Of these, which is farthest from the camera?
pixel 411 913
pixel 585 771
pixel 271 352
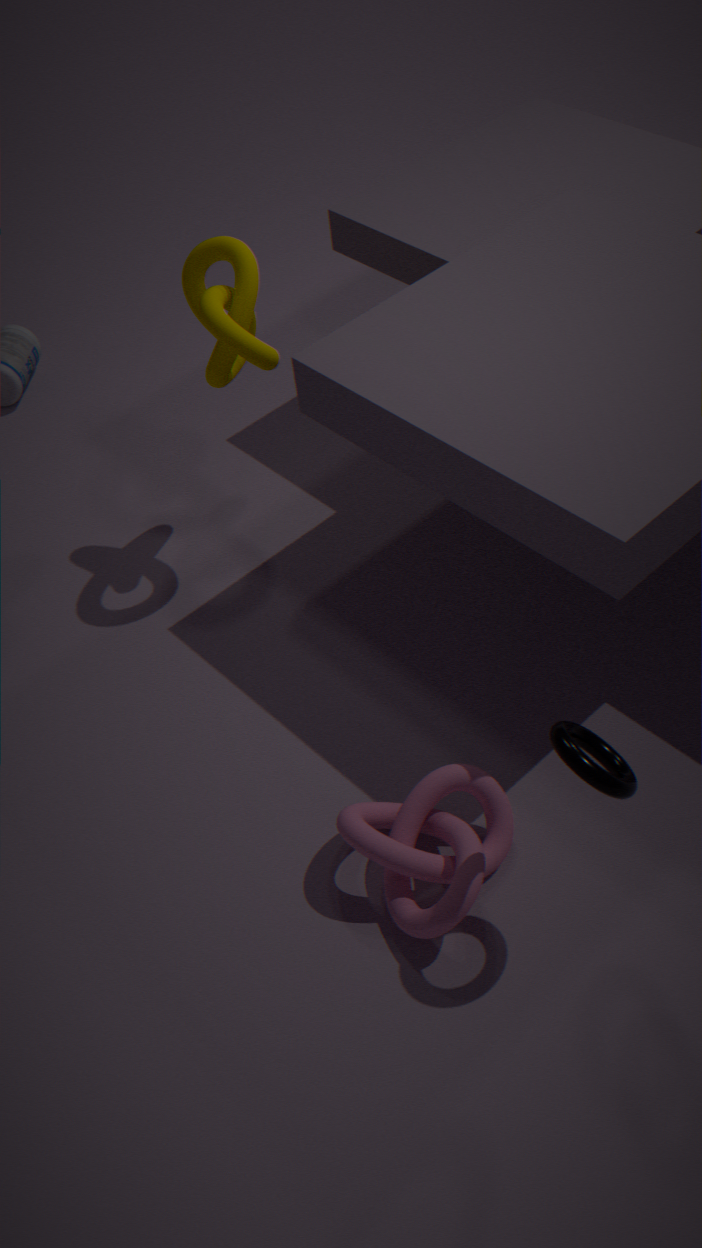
pixel 271 352
